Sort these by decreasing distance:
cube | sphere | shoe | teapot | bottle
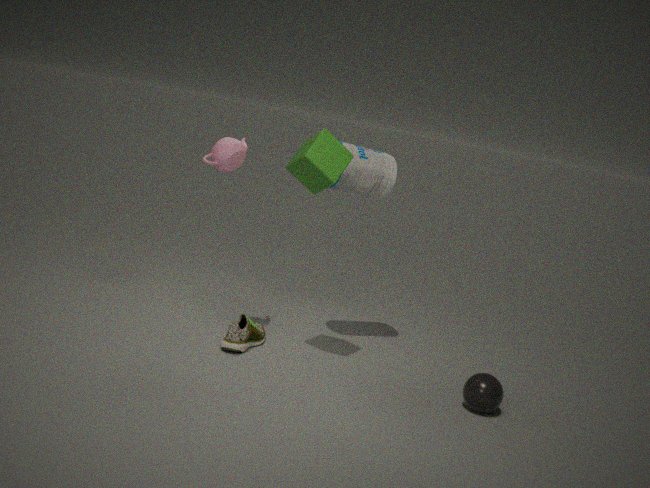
1. bottle
2. shoe
3. teapot
4. sphere
5. cube
